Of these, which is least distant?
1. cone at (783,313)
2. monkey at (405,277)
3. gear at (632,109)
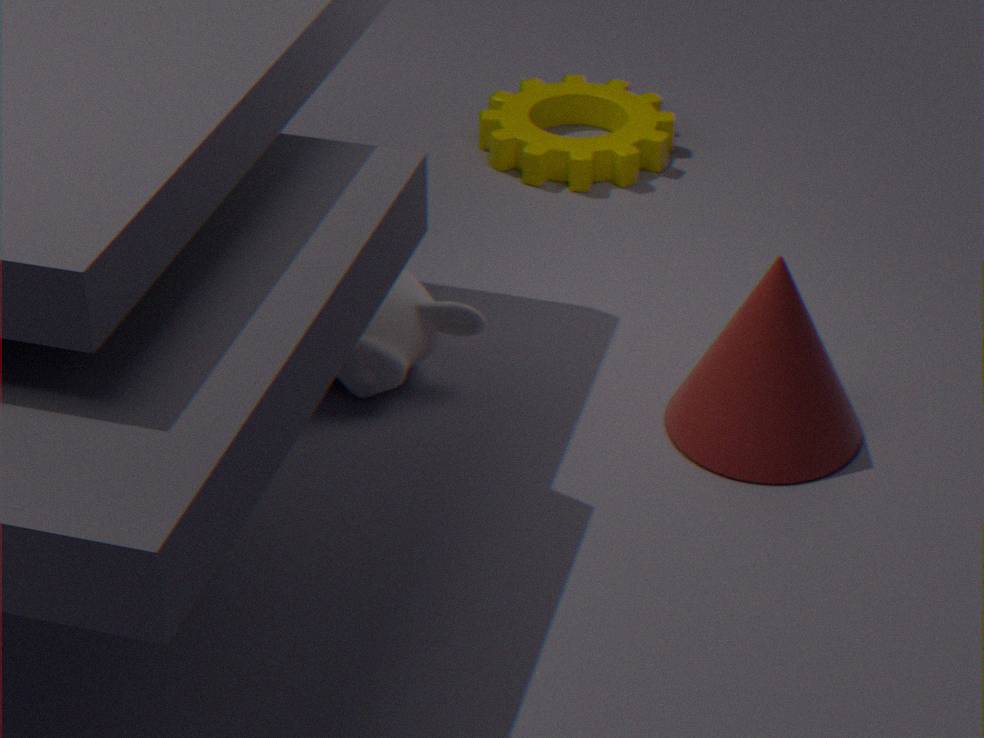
cone at (783,313)
